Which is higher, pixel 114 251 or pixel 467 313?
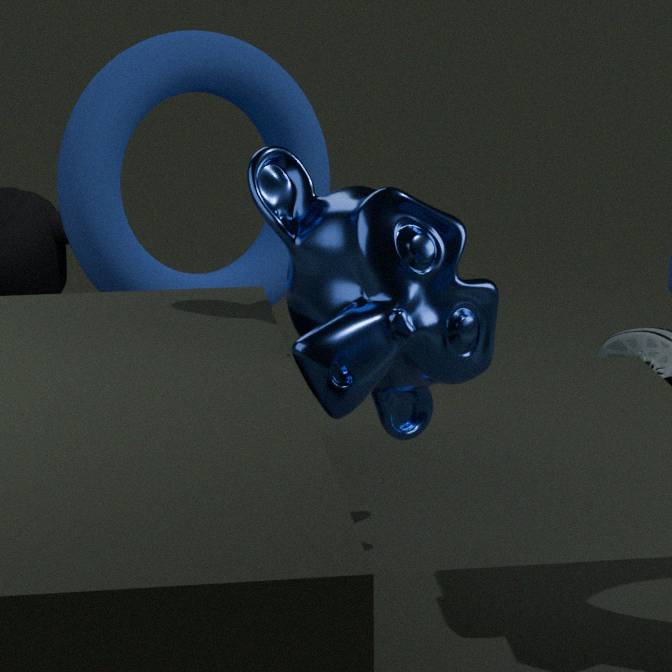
pixel 114 251
